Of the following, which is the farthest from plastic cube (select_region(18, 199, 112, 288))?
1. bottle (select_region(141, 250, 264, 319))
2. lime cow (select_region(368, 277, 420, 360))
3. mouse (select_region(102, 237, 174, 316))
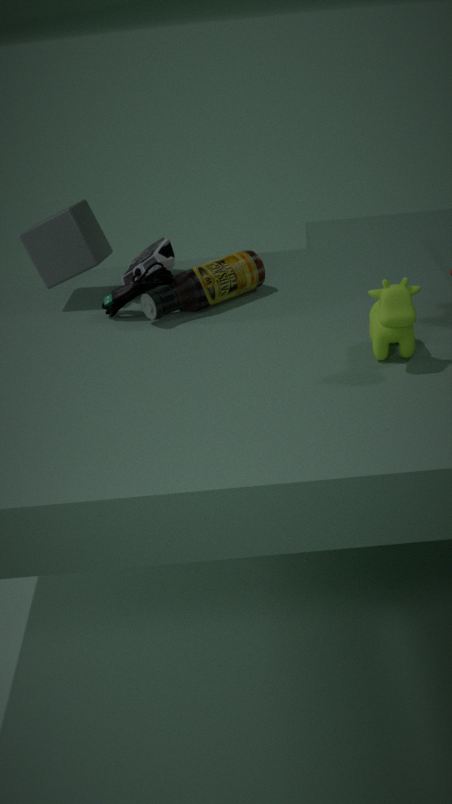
lime cow (select_region(368, 277, 420, 360))
